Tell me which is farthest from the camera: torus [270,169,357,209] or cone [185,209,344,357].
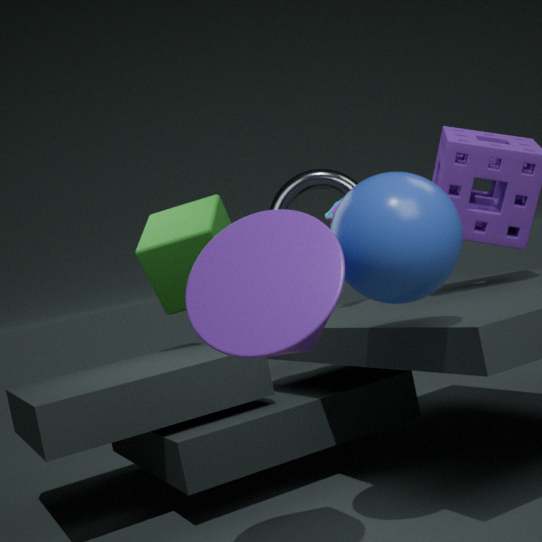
torus [270,169,357,209]
